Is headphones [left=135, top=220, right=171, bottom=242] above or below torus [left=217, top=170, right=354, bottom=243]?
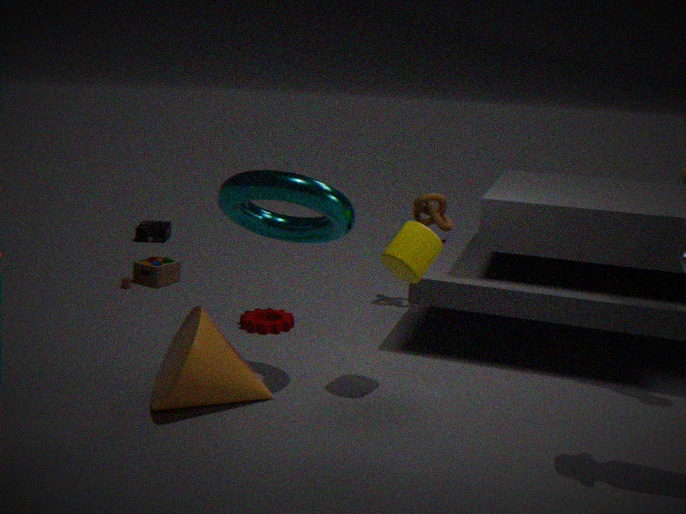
below
